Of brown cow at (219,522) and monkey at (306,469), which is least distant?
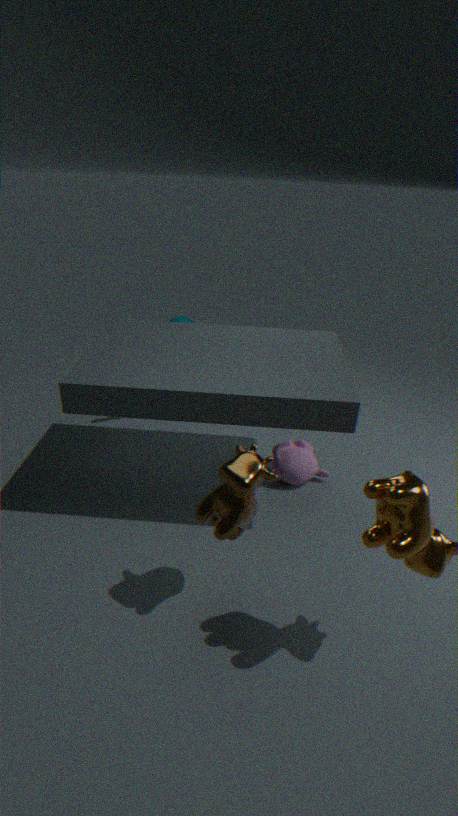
brown cow at (219,522)
